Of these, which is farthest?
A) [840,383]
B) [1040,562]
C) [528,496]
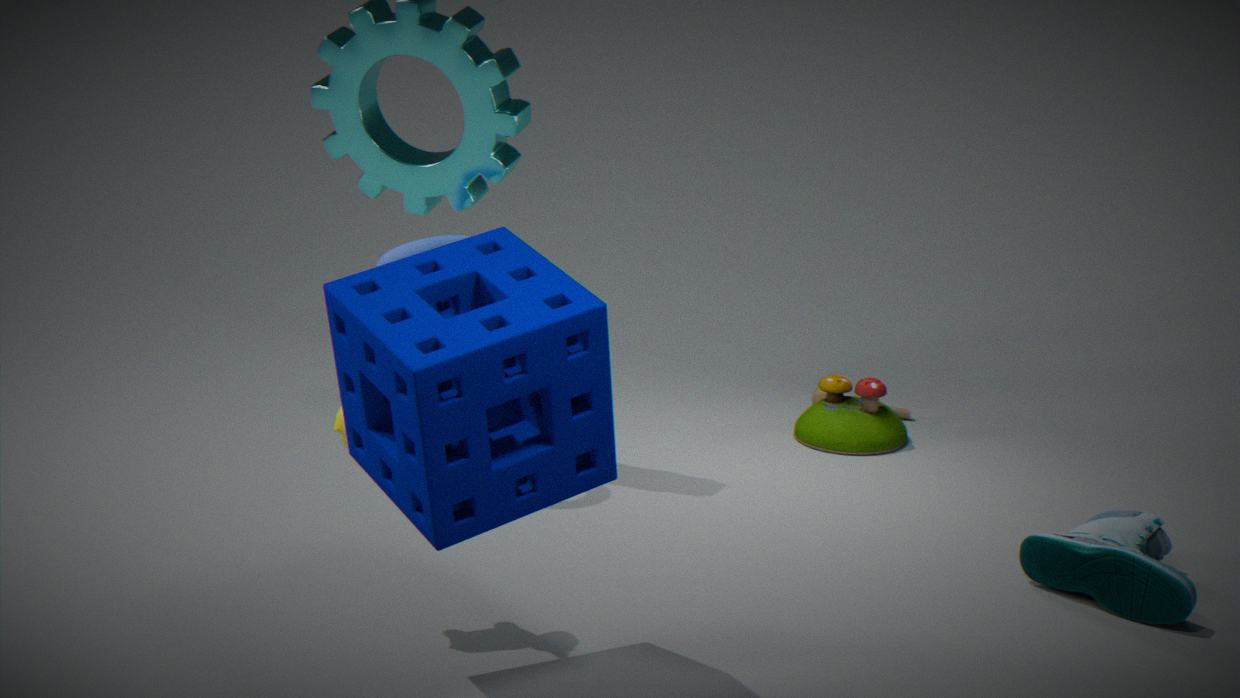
[840,383]
